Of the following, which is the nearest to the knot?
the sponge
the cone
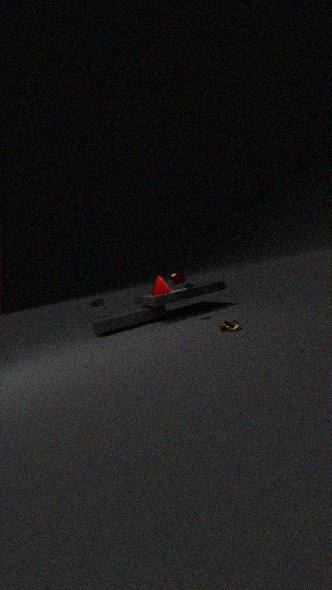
the sponge
